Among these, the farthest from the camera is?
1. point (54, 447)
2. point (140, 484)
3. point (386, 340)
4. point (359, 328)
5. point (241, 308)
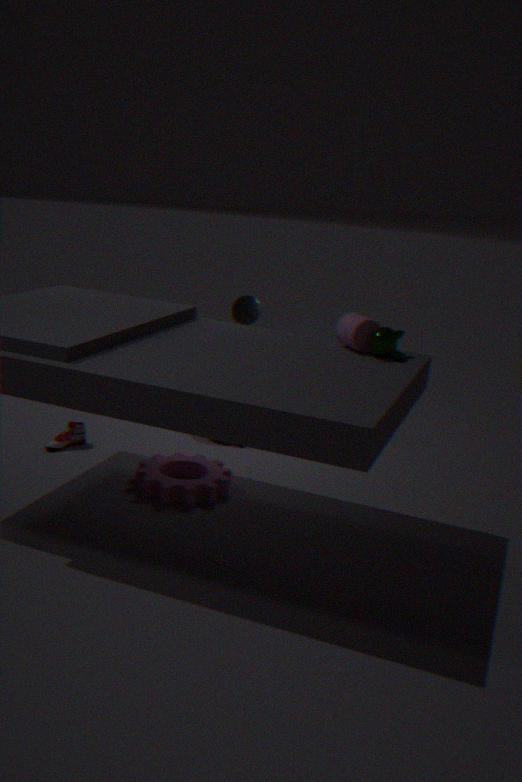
point (241, 308)
